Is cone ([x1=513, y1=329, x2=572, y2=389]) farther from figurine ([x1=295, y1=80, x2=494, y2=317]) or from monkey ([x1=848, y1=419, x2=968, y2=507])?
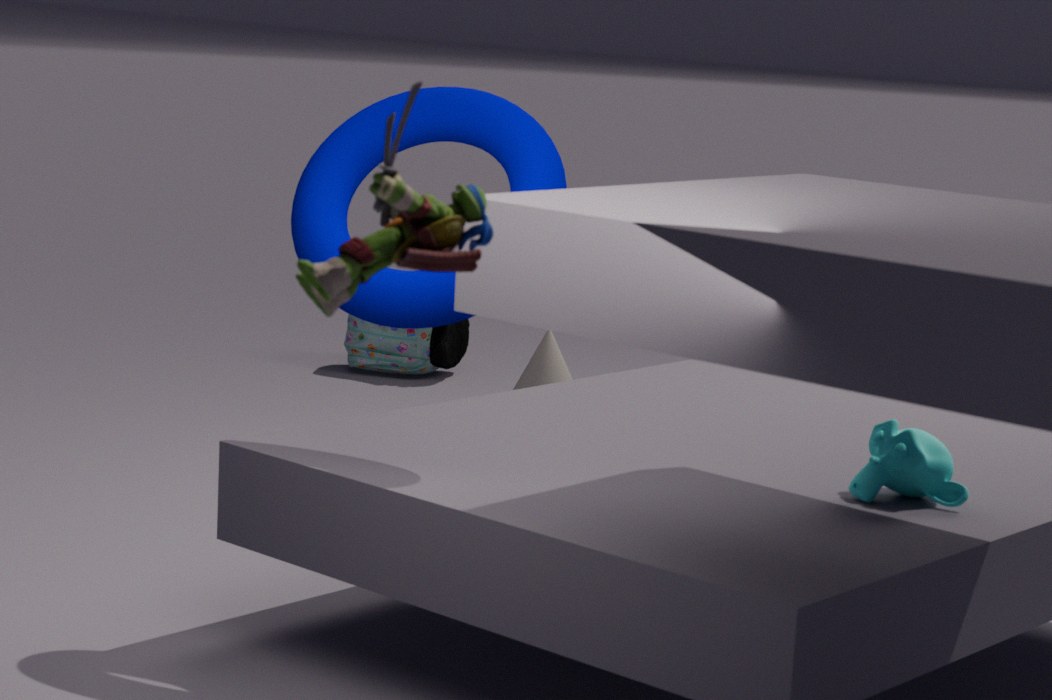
figurine ([x1=295, y1=80, x2=494, y2=317])
